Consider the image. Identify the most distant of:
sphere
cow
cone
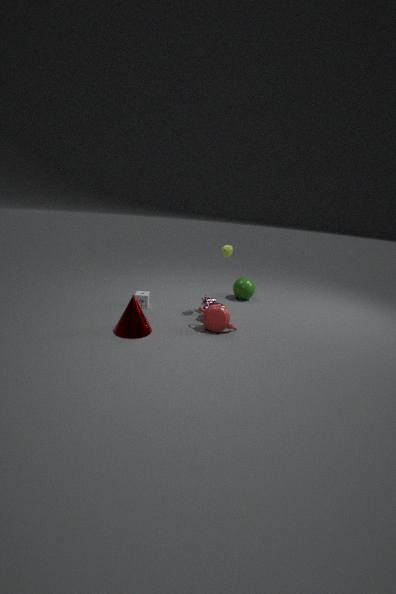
sphere
